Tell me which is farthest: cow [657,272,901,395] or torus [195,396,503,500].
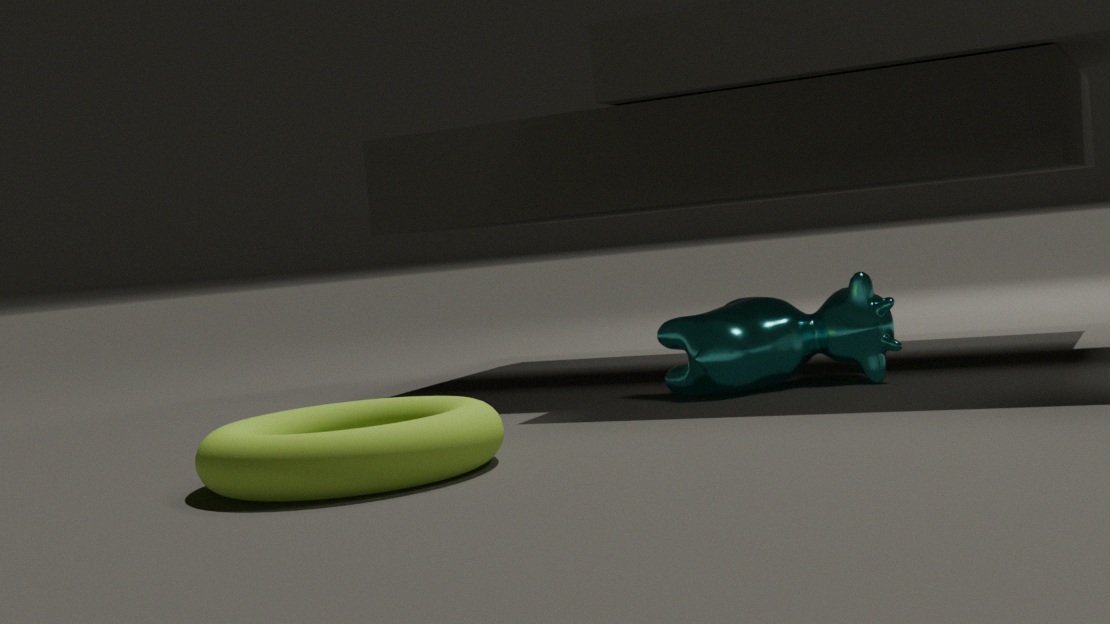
cow [657,272,901,395]
